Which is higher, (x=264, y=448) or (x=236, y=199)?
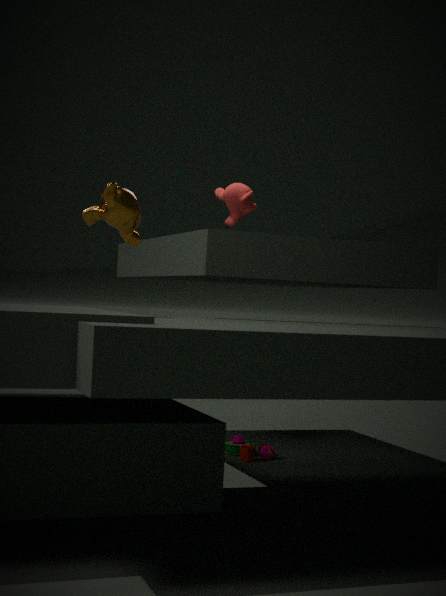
(x=236, y=199)
